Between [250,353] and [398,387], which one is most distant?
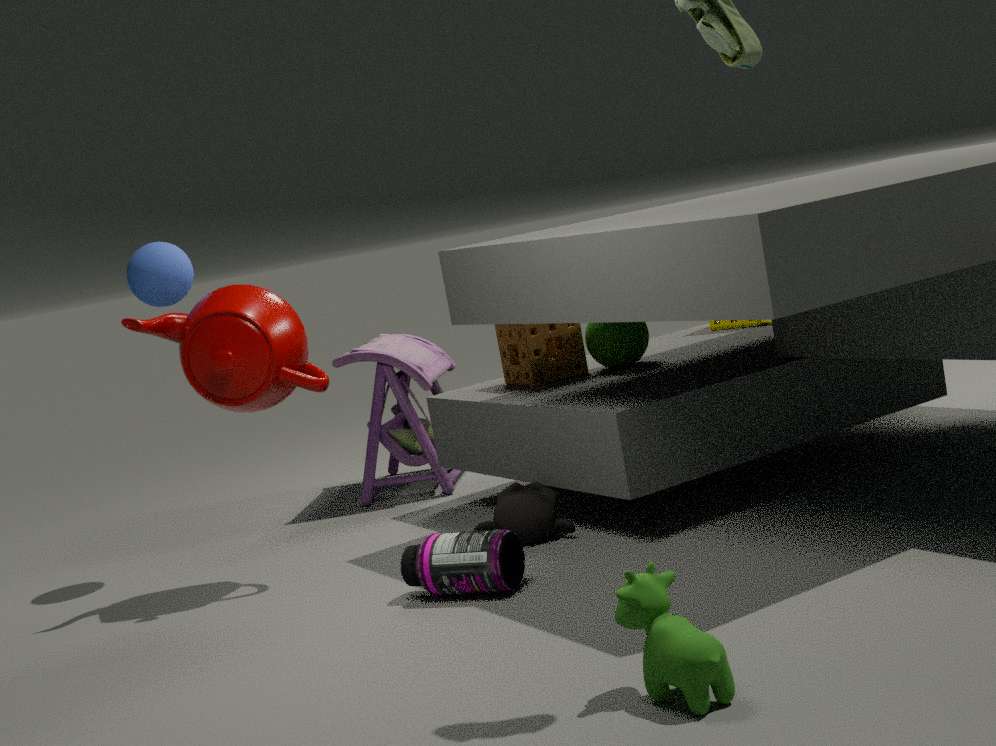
[398,387]
